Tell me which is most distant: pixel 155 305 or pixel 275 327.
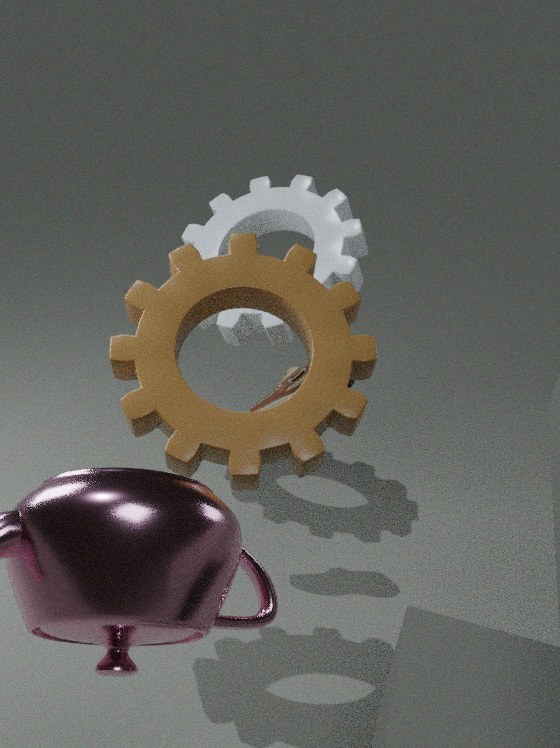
pixel 275 327
